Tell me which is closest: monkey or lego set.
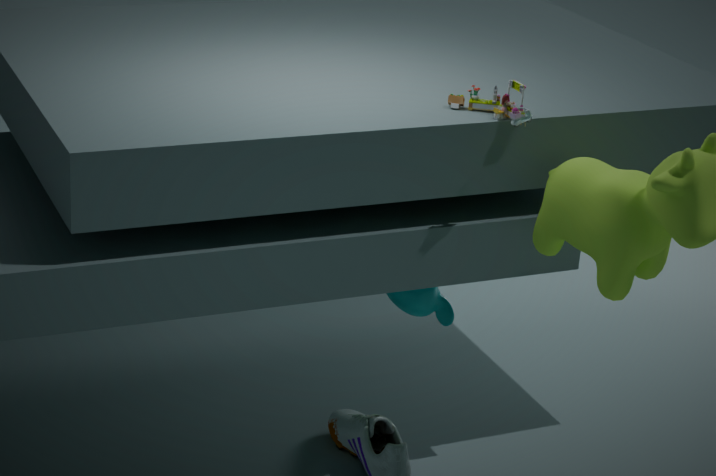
lego set
